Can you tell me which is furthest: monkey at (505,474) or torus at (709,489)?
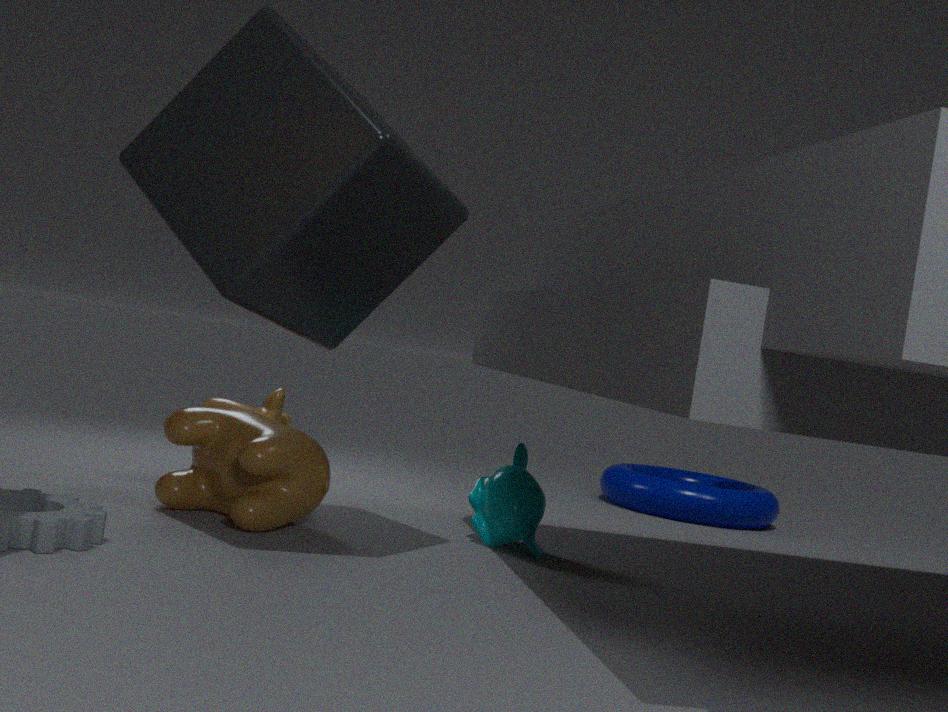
torus at (709,489)
